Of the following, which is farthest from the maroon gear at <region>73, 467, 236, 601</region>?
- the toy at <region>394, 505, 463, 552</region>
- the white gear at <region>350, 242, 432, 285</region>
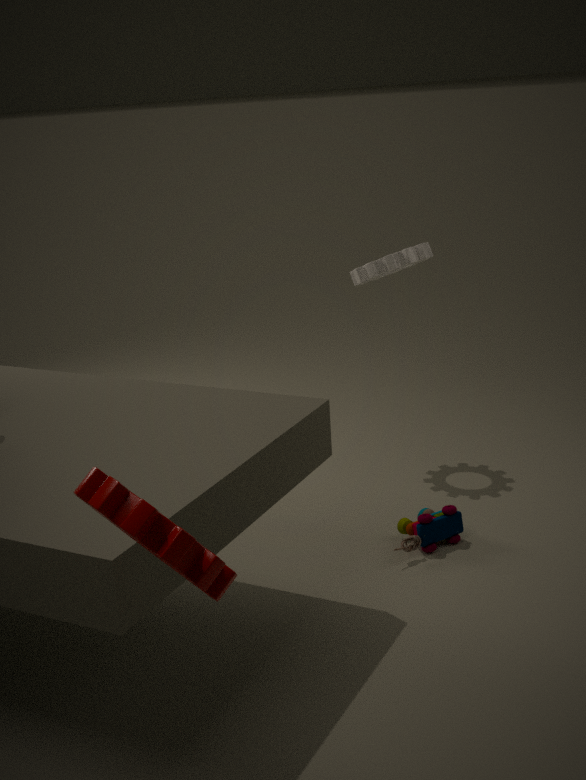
the white gear at <region>350, 242, 432, 285</region>
